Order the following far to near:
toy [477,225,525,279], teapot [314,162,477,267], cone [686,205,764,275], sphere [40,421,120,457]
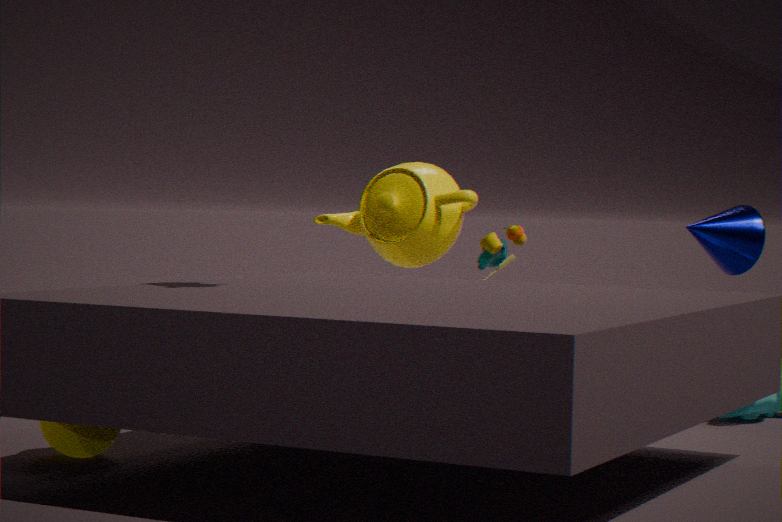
teapot [314,162,477,267]
cone [686,205,764,275]
toy [477,225,525,279]
sphere [40,421,120,457]
